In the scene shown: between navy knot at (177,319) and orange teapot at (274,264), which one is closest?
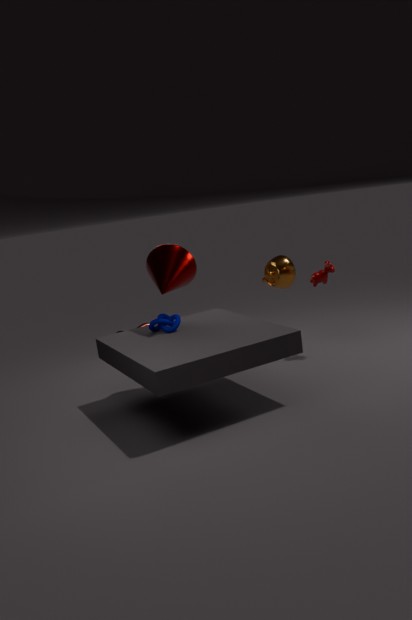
navy knot at (177,319)
